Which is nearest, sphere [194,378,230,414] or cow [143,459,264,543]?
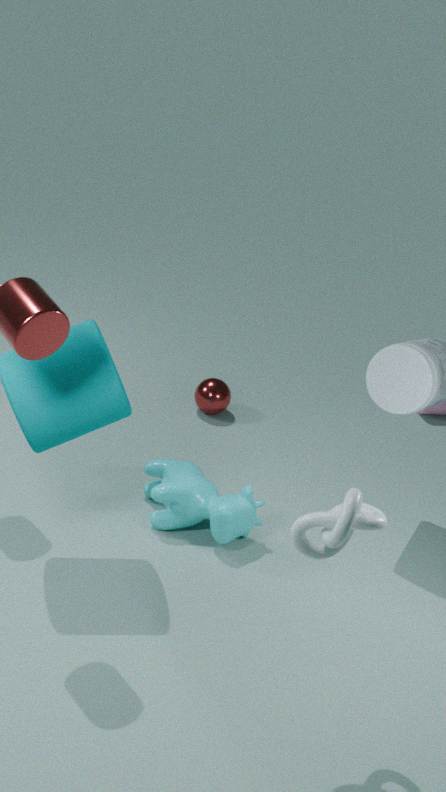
cow [143,459,264,543]
